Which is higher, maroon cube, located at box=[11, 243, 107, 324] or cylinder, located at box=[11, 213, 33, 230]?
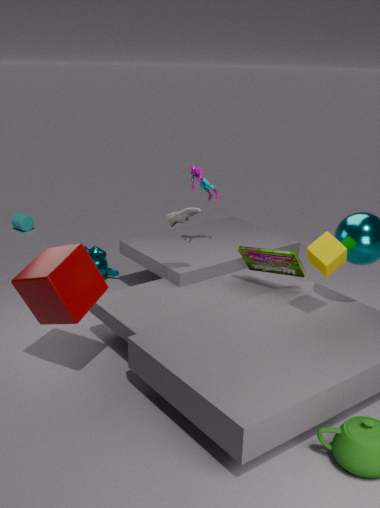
maroon cube, located at box=[11, 243, 107, 324]
